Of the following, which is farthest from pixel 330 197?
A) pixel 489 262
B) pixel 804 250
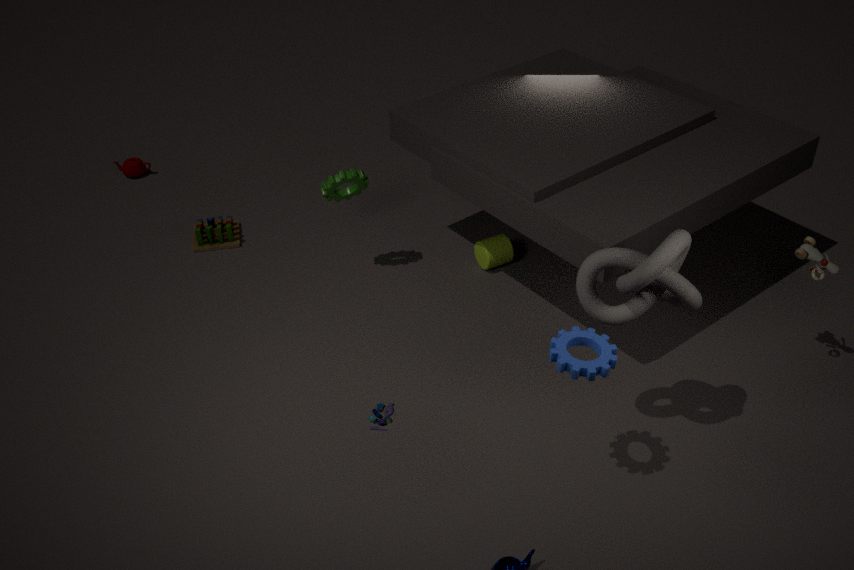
pixel 804 250
